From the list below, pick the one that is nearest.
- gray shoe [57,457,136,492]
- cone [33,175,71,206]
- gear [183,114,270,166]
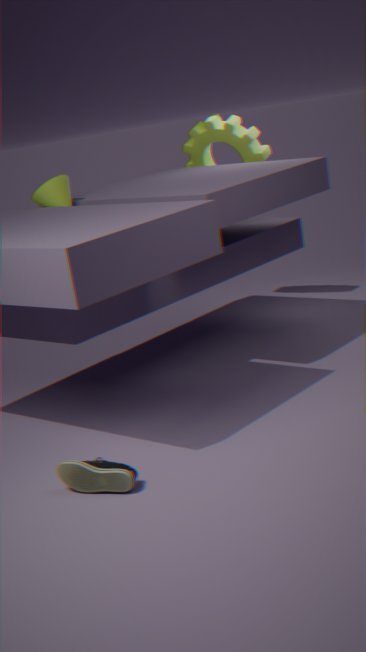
gray shoe [57,457,136,492]
